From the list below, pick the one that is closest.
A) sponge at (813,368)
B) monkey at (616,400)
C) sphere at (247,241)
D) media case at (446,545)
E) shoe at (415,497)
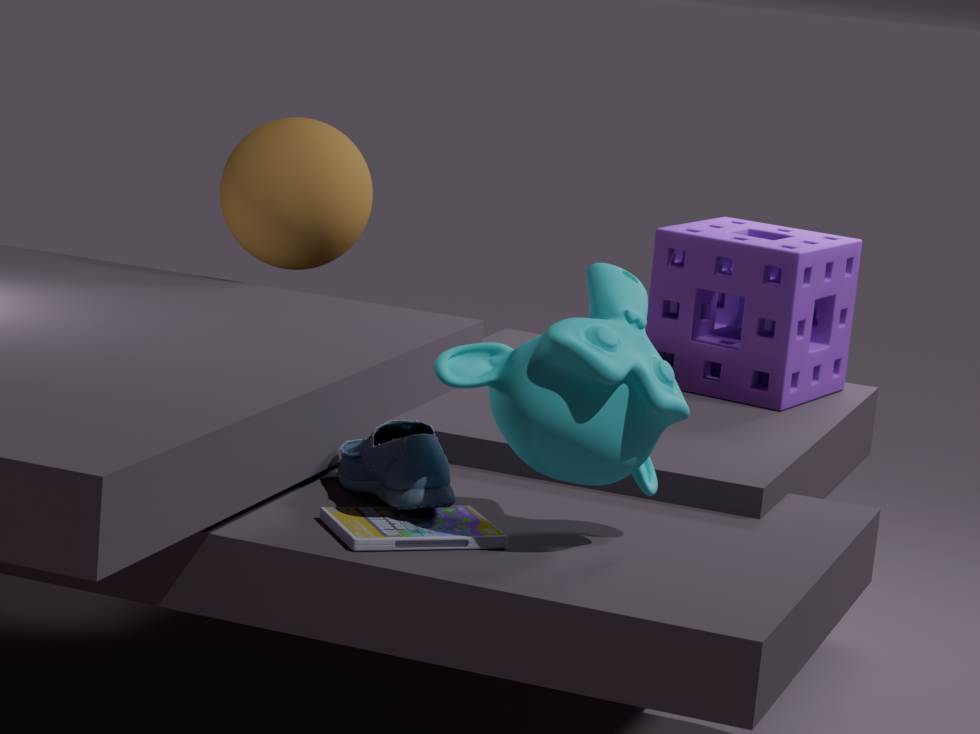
monkey at (616,400)
